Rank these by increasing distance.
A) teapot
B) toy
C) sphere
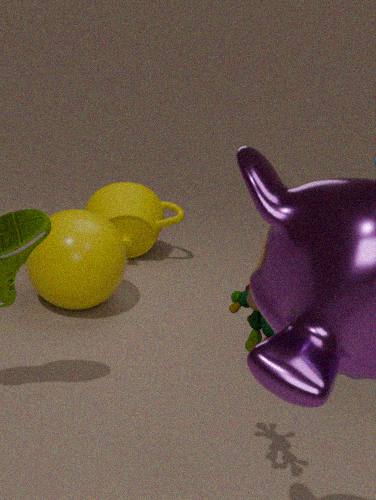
toy < sphere < teapot
